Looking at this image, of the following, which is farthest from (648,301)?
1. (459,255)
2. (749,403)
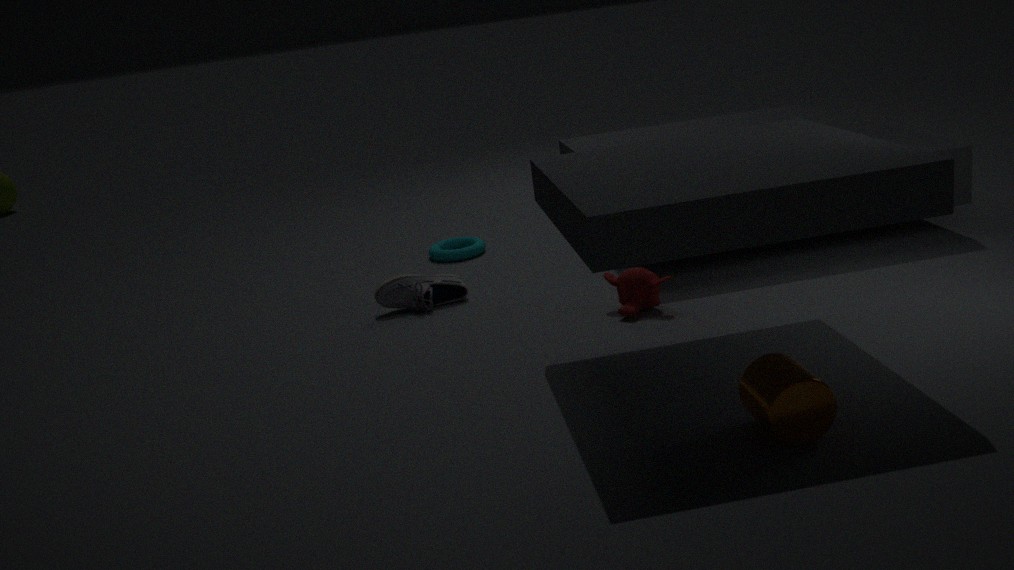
(459,255)
